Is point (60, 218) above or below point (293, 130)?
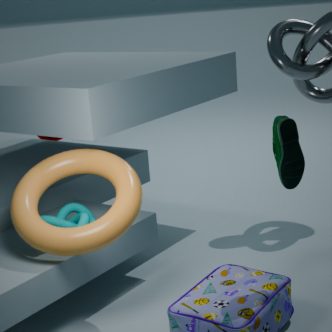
below
